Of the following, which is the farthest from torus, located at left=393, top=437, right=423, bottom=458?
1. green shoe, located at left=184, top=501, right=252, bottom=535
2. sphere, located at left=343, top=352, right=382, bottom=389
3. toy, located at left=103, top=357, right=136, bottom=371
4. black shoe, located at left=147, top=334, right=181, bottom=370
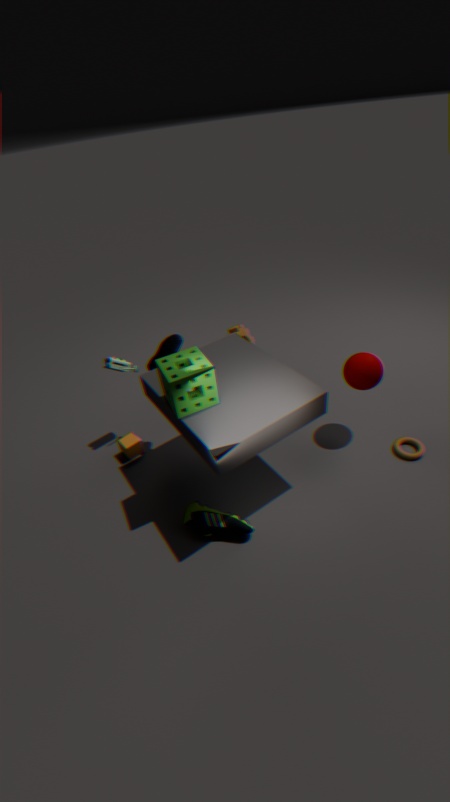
toy, located at left=103, top=357, right=136, bottom=371
